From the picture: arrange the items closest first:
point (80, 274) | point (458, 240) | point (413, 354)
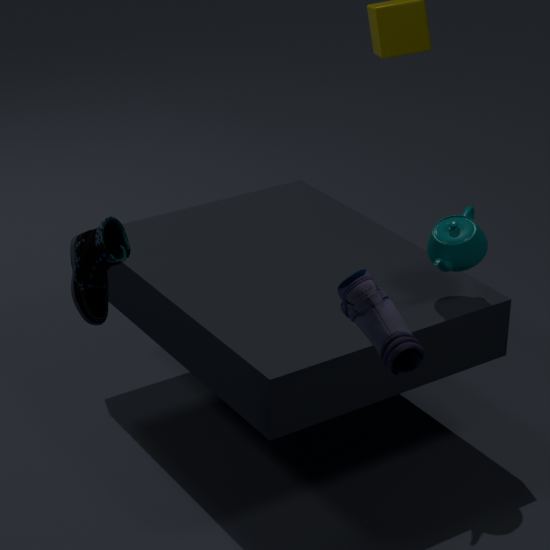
1. point (413, 354)
2. point (80, 274)
3. point (458, 240)
